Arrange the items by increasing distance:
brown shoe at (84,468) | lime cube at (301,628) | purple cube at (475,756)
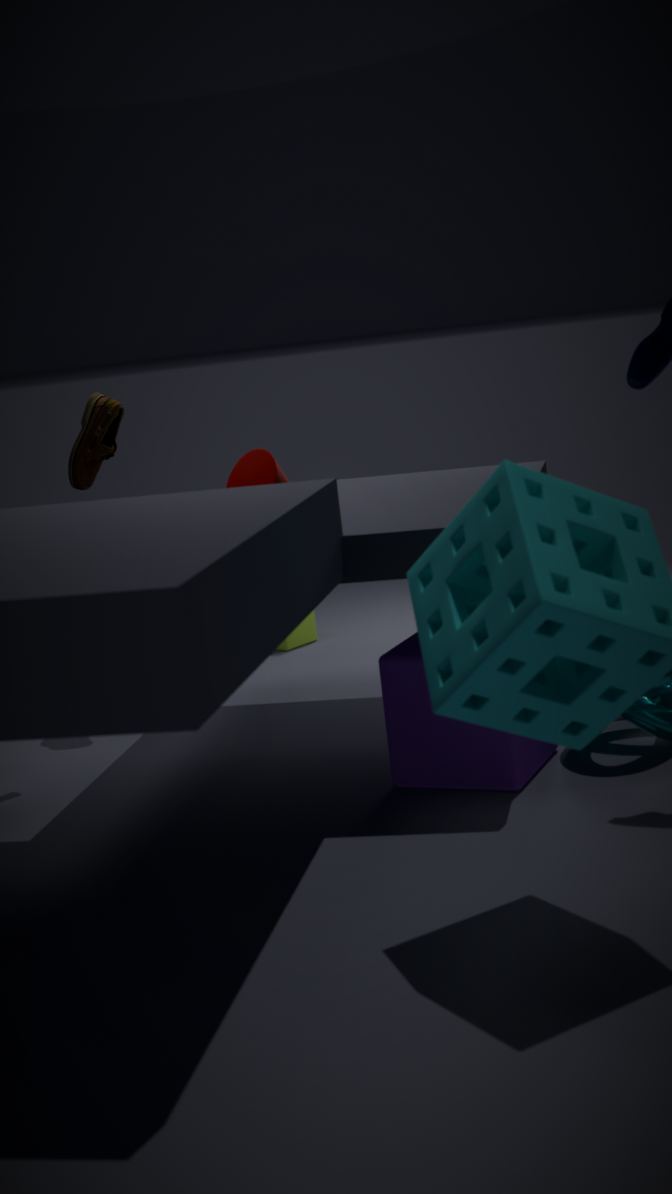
purple cube at (475,756) < brown shoe at (84,468) < lime cube at (301,628)
